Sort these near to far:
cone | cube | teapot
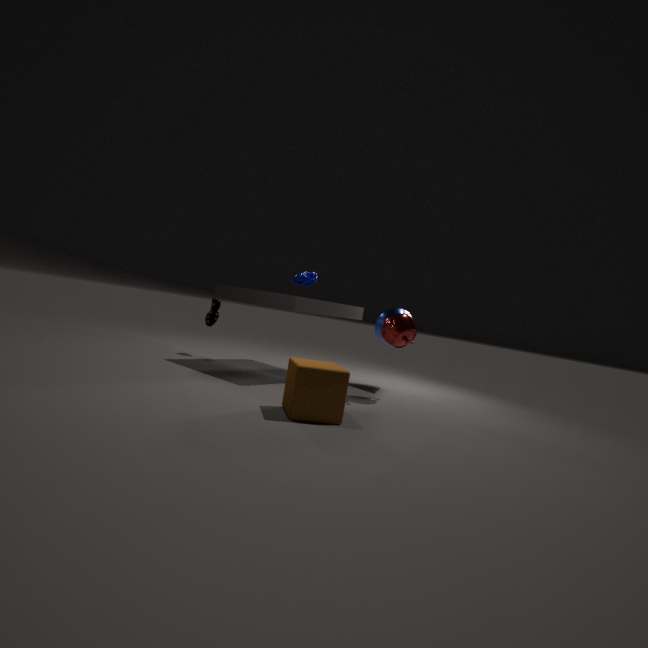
1. cube
2. teapot
3. cone
